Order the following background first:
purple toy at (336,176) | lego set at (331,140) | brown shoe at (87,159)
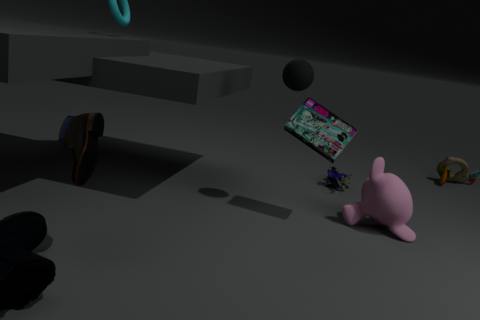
purple toy at (336,176) → lego set at (331,140) → brown shoe at (87,159)
